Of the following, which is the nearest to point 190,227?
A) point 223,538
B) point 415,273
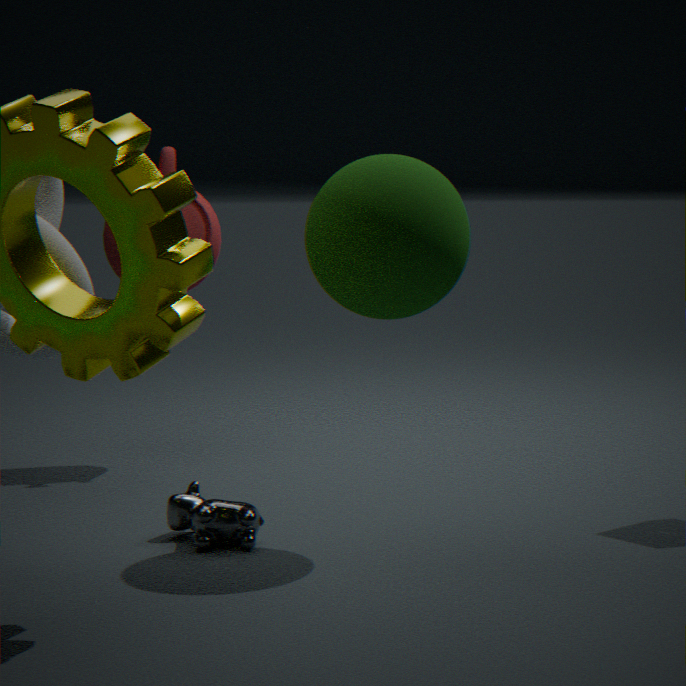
point 223,538
